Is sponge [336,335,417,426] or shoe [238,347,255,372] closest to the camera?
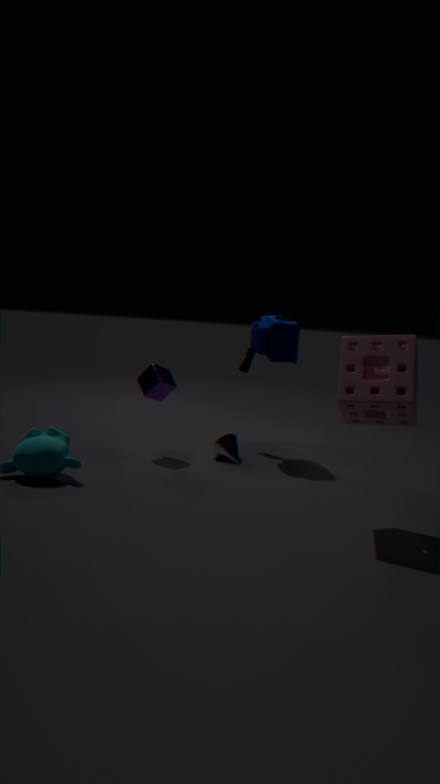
sponge [336,335,417,426]
